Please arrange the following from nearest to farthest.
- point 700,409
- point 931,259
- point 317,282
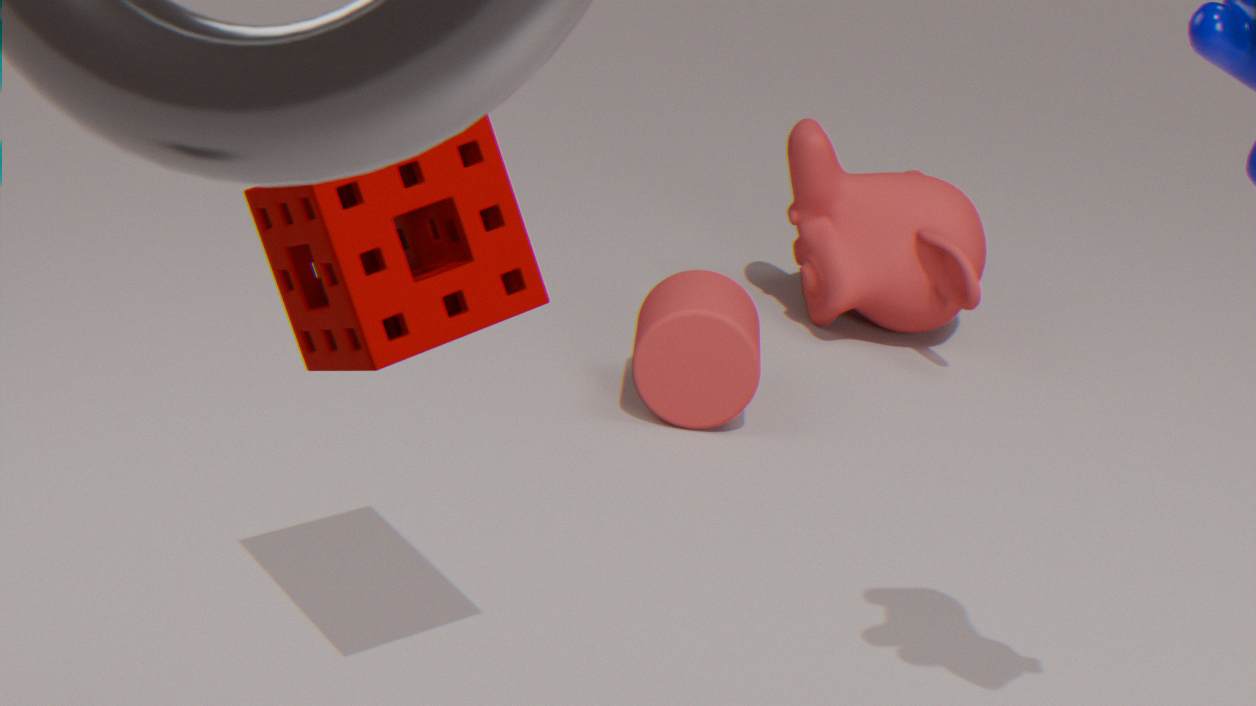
1. point 317,282
2. point 700,409
3. point 931,259
